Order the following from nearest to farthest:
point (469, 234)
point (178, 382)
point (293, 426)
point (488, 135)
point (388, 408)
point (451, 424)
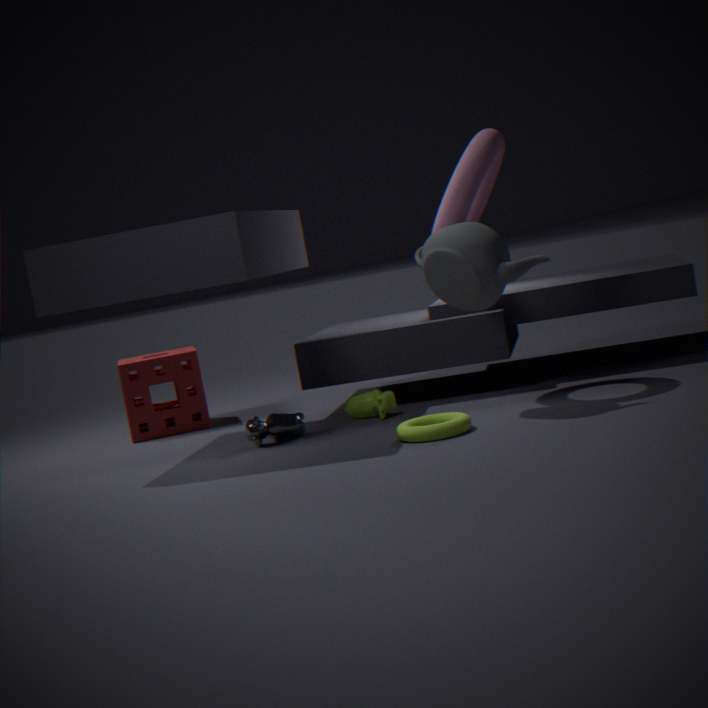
1. point (451, 424)
2. point (469, 234)
3. point (488, 135)
4. point (293, 426)
5. point (388, 408)
6. point (178, 382)
